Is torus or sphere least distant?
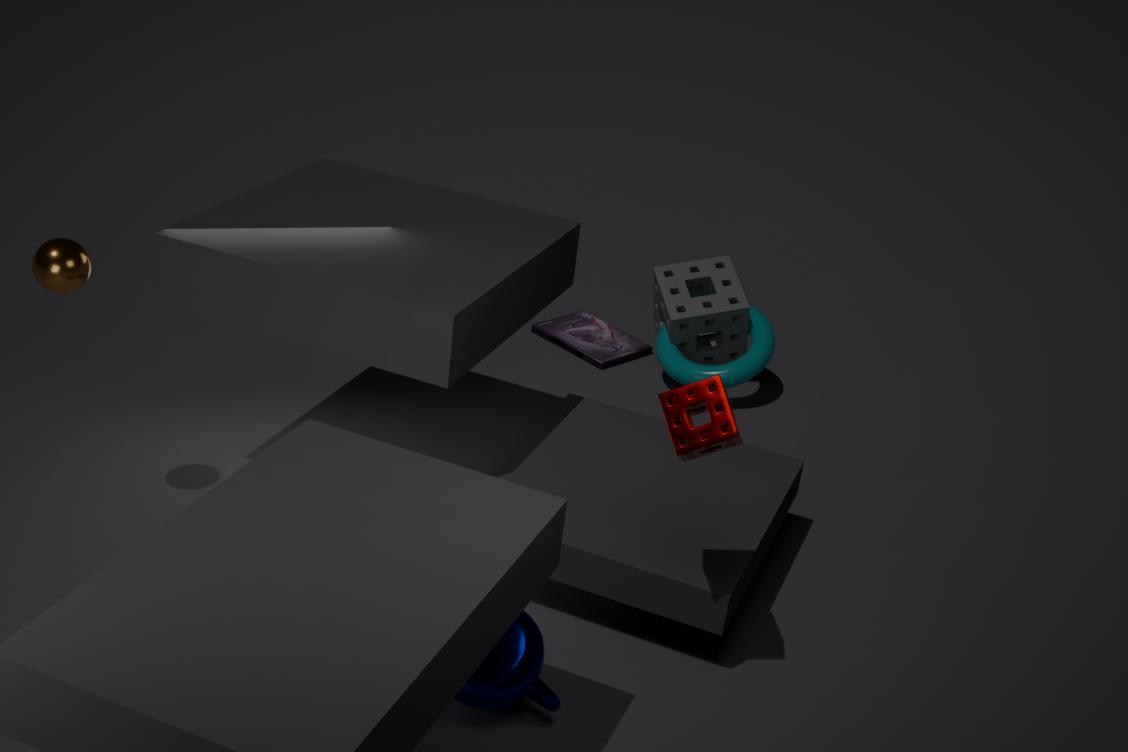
sphere
